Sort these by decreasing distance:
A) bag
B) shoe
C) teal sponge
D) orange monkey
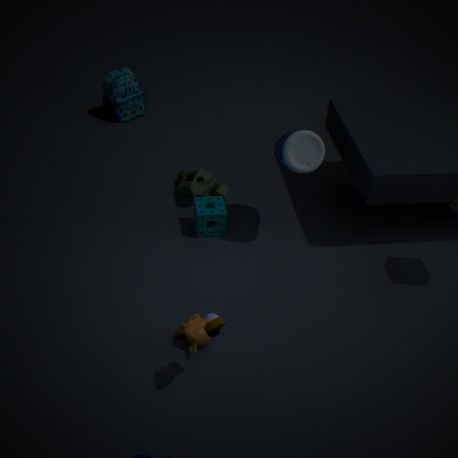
1. bag
2. teal sponge
3. orange monkey
4. shoe
